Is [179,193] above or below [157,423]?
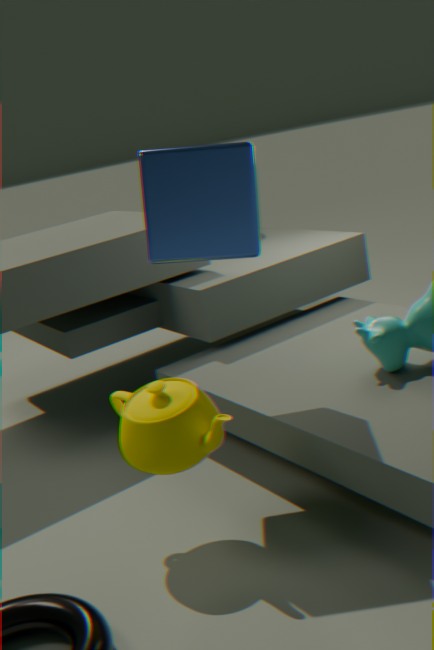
above
